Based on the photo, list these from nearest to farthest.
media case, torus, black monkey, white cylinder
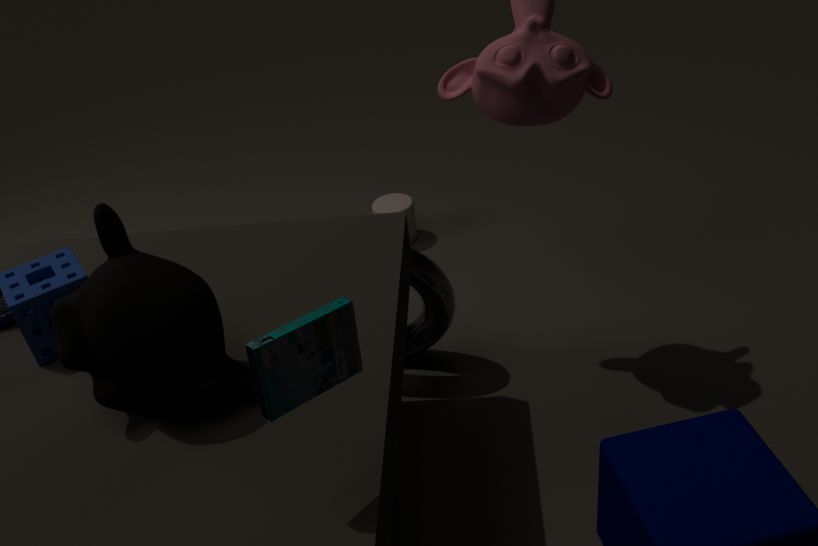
media case, black monkey, torus, white cylinder
